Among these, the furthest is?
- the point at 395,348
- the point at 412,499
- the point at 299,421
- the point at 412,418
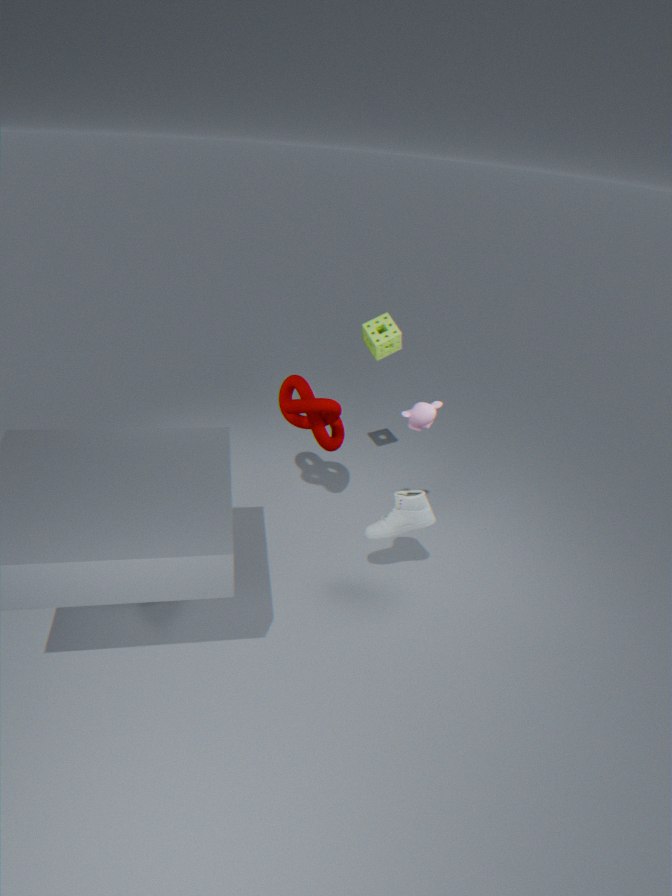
the point at 395,348
